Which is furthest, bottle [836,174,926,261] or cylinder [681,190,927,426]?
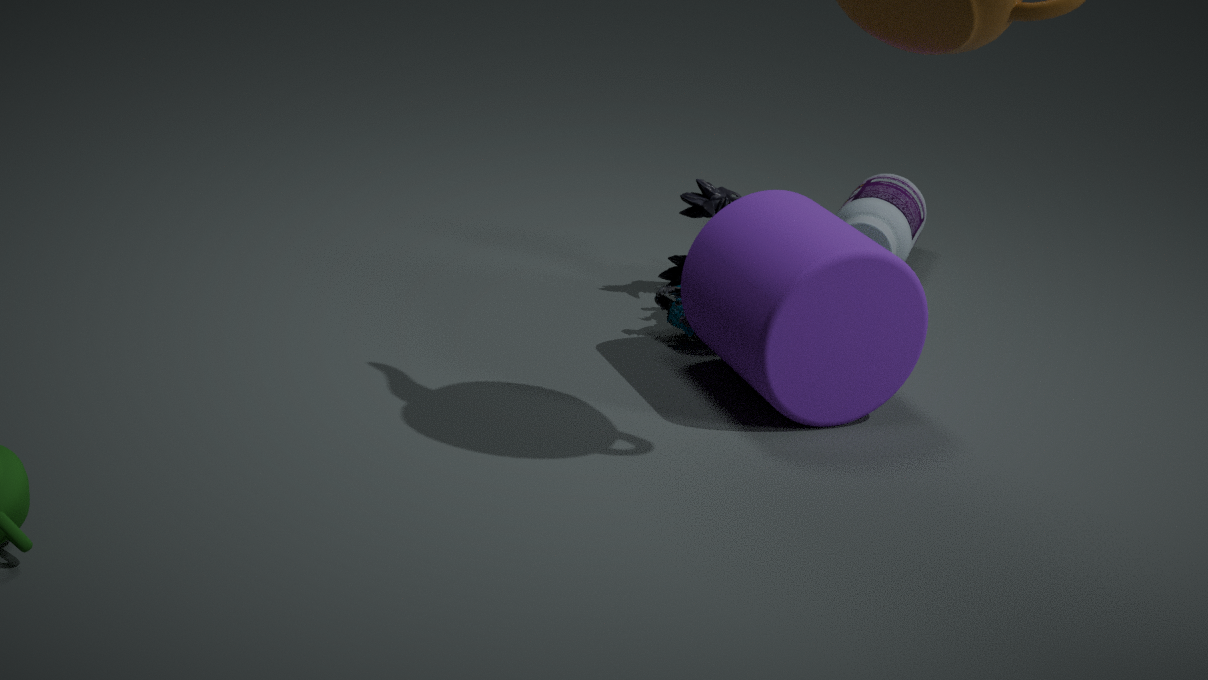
bottle [836,174,926,261]
